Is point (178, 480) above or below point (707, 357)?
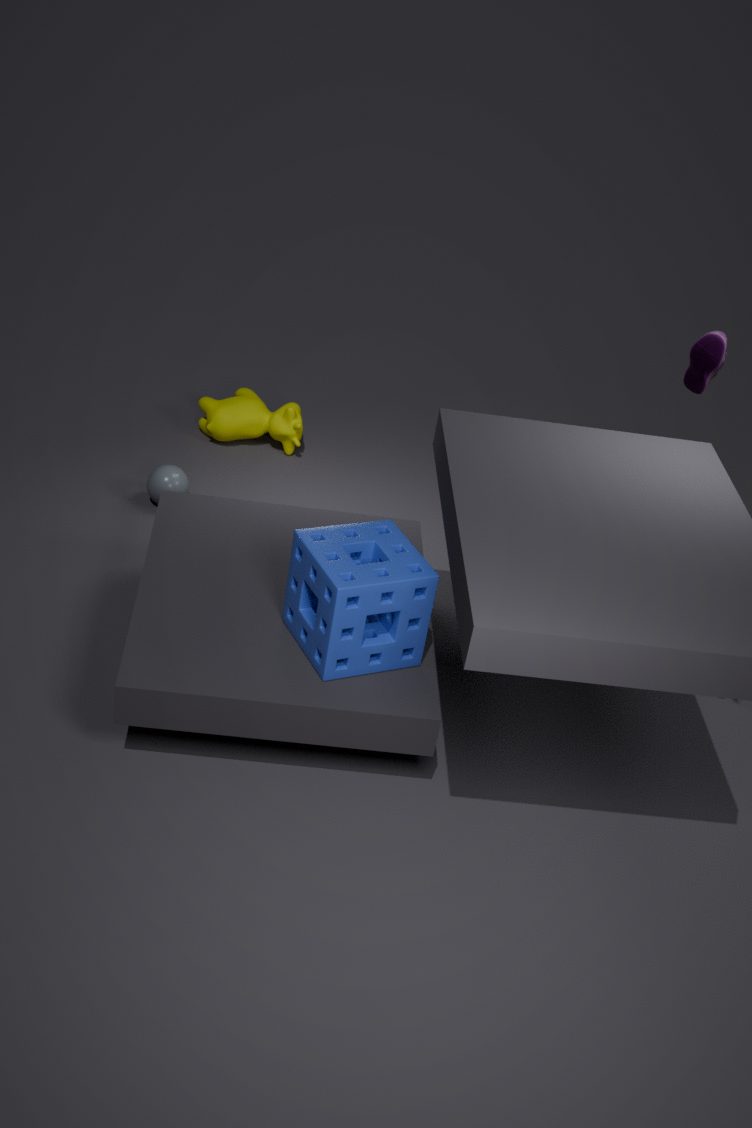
below
